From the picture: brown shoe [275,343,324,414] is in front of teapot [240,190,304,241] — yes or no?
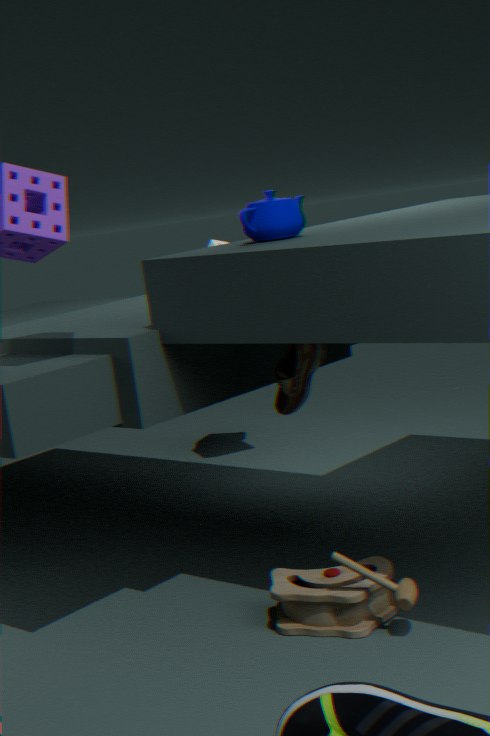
No
